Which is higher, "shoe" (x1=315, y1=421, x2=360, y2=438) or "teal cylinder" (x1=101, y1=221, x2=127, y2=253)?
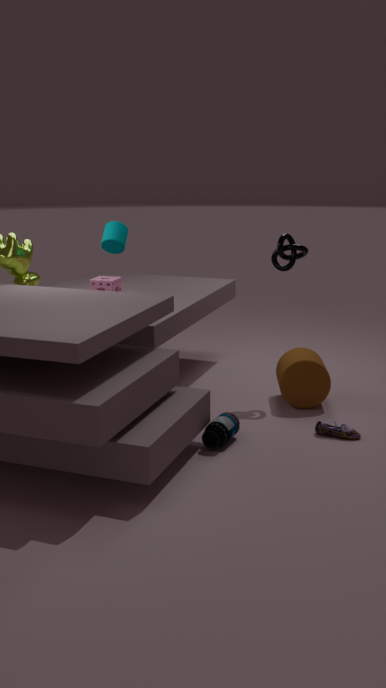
Answer: "teal cylinder" (x1=101, y1=221, x2=127, y2=253)
